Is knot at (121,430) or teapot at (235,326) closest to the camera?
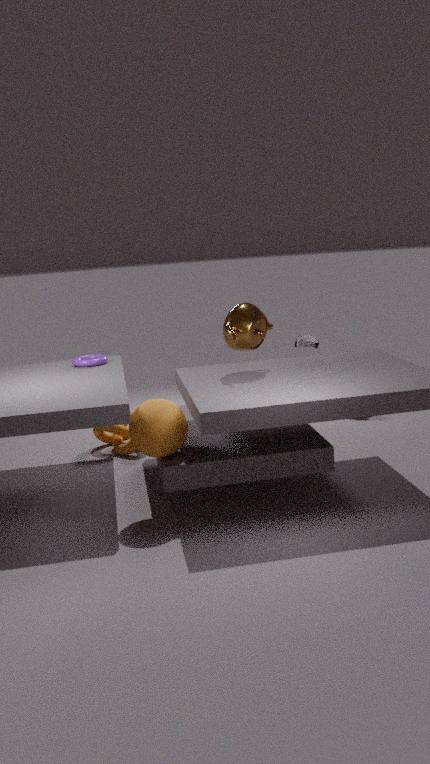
teapot at (235,326)
